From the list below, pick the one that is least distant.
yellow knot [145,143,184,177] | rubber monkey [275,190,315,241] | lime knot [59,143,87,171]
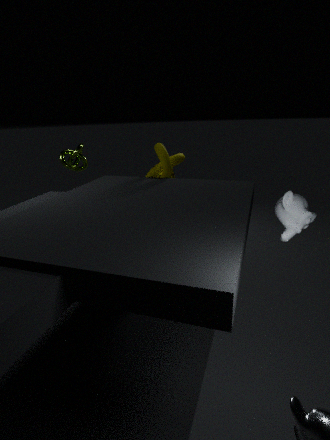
rubber monkey [275,190,315,241]
